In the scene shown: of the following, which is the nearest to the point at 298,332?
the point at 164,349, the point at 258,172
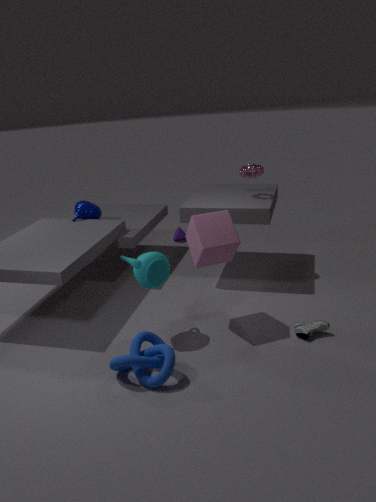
the point at 164,349
